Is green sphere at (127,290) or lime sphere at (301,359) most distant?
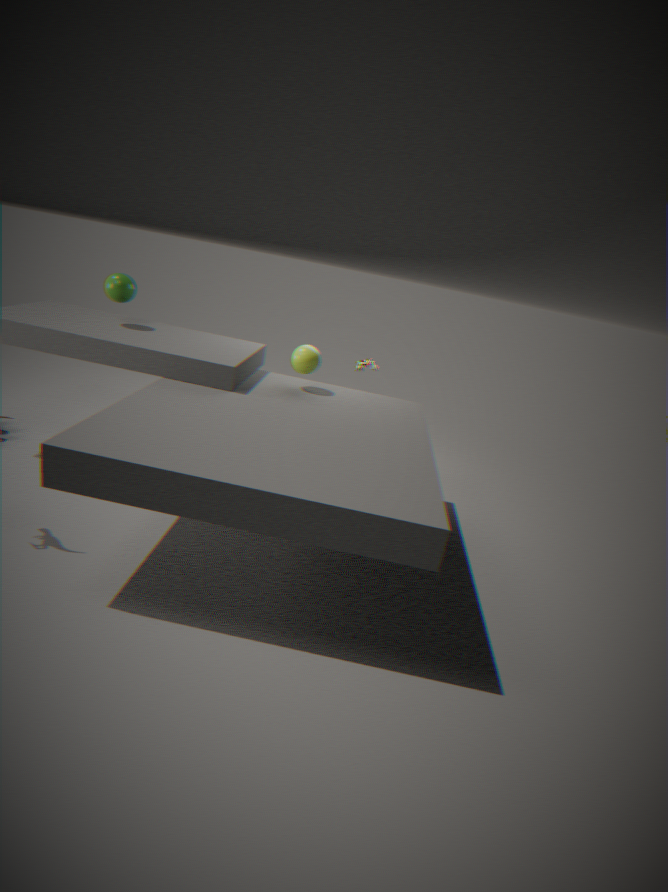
green sphere at (127,290)
